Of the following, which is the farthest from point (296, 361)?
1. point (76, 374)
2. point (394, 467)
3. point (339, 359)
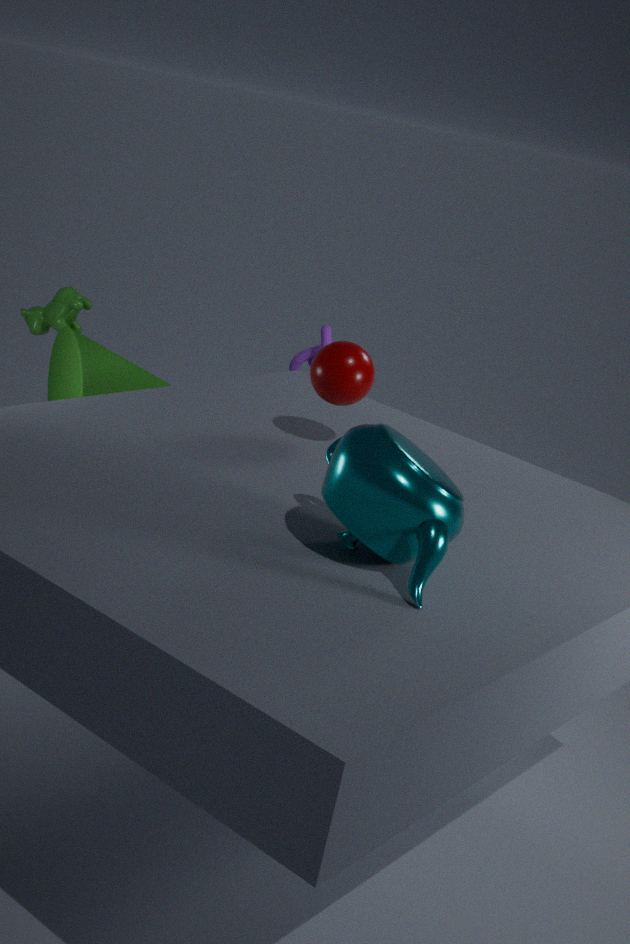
point (394, 467)
